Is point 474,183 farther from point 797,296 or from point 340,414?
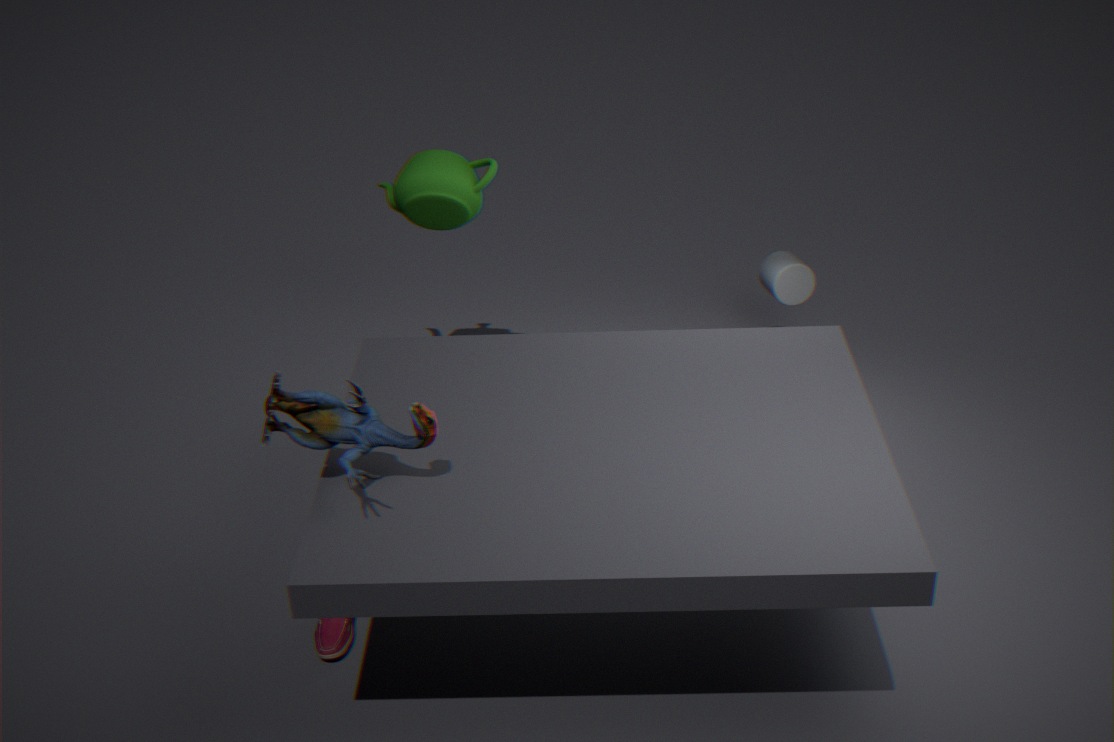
point 340,414
